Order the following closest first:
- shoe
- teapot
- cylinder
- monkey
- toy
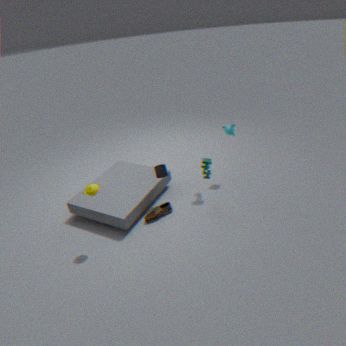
teapot < shoe < cylinder < toy < monkey
